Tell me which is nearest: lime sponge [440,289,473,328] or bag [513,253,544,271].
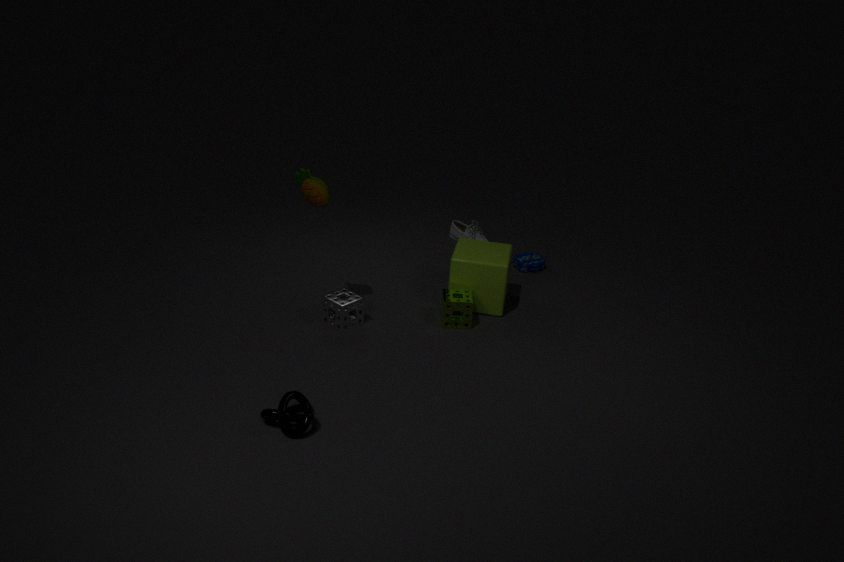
lime sponge [440,289,473,328]
